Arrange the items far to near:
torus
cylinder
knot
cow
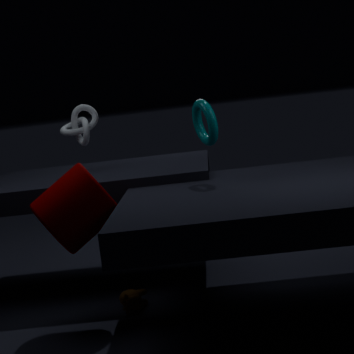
1. knot
2. cow
3. torus
4. cylinder
